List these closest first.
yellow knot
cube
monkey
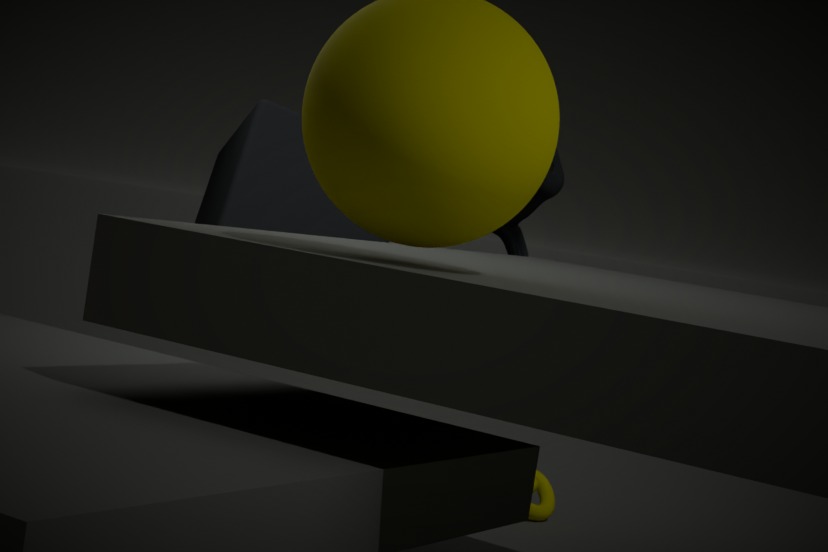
1. cube
2. monkey
3. yellow knot
